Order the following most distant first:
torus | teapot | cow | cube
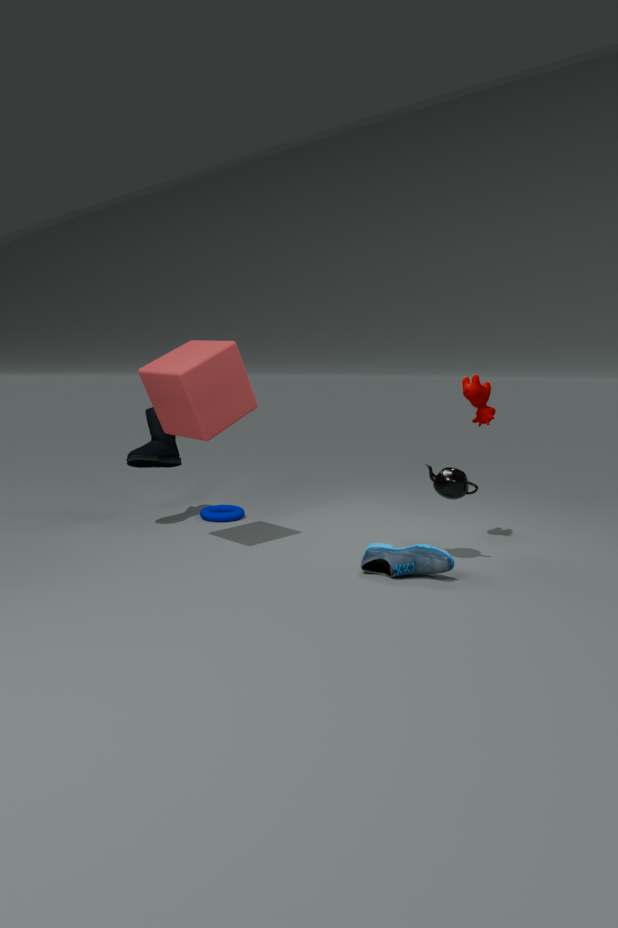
Answer: 1. torus
2. cow
3. teapot
4. cube
